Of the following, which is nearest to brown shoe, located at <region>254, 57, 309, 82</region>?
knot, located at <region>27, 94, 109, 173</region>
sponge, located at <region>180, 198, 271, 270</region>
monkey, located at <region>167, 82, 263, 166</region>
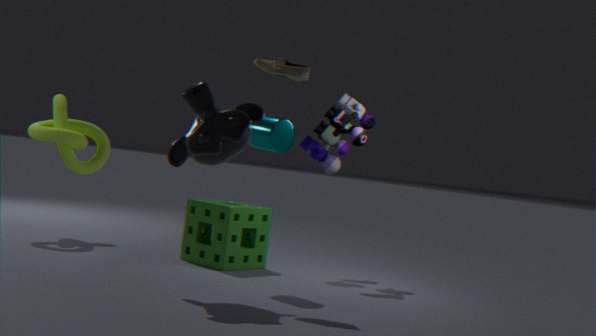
monkey, located at <region>167, 82, 263, 166</region>
